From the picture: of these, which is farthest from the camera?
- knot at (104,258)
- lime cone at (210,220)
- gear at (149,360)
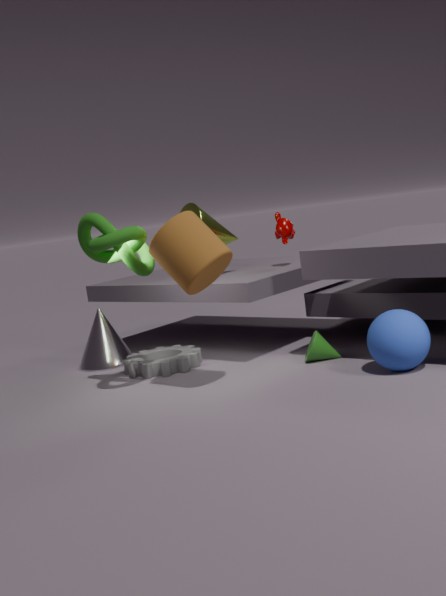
lime cone at (210,220)
